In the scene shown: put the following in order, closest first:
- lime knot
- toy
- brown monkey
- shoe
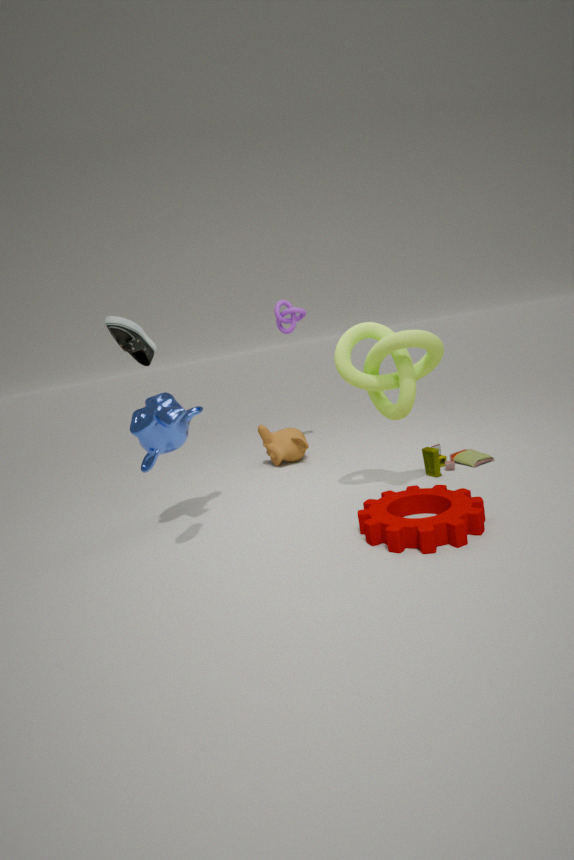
shoe
lime knot
toy
brown monkey
